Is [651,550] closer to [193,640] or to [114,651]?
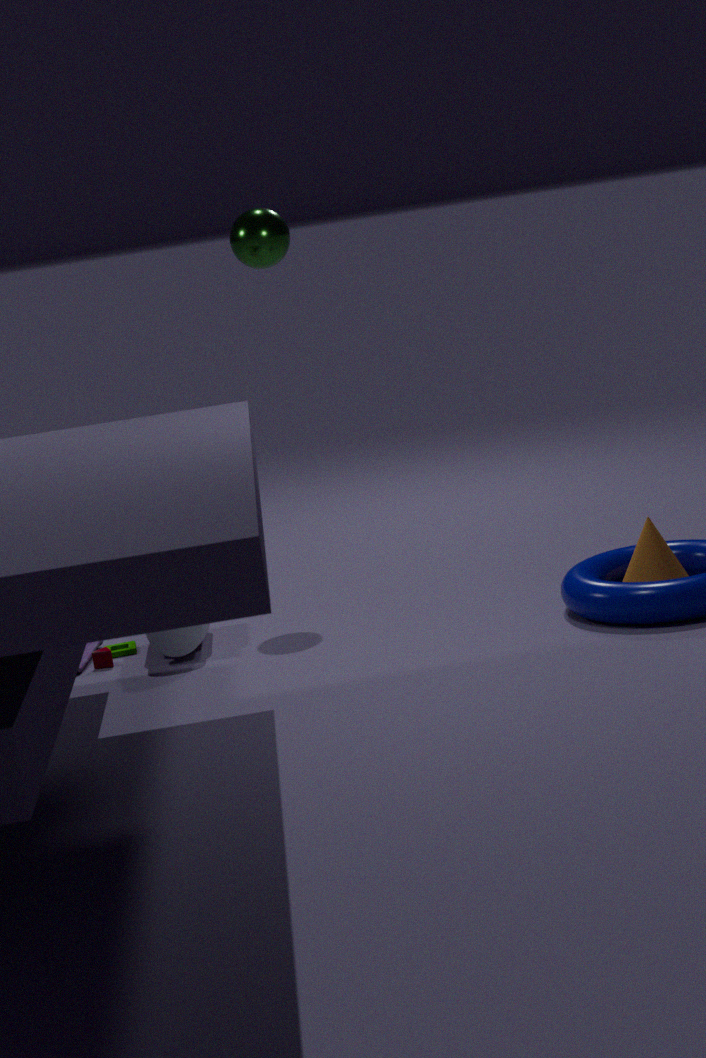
[193,640]
